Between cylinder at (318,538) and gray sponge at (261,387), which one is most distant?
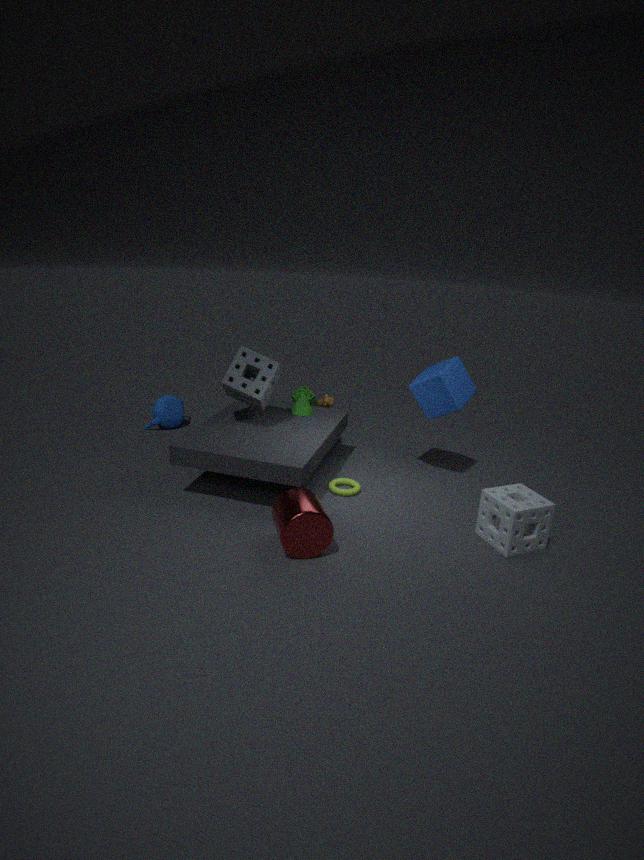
gray sponge at (261,387)
